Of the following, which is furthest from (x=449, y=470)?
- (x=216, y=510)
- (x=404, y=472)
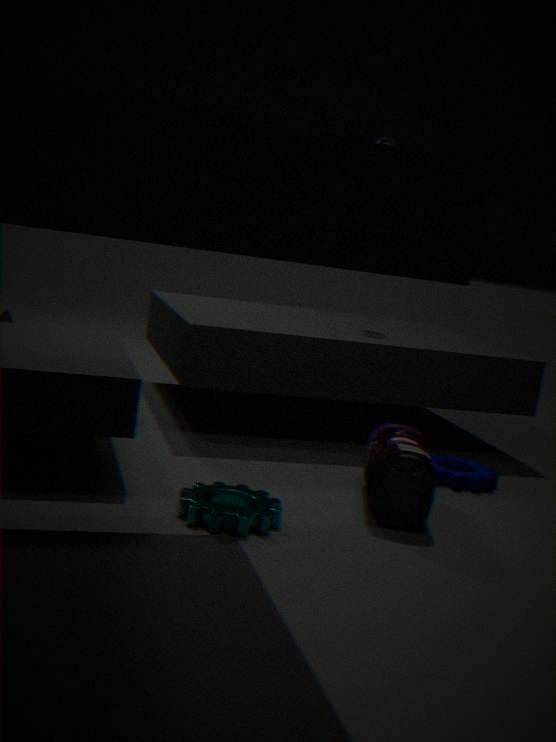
(x=216, y=510)
